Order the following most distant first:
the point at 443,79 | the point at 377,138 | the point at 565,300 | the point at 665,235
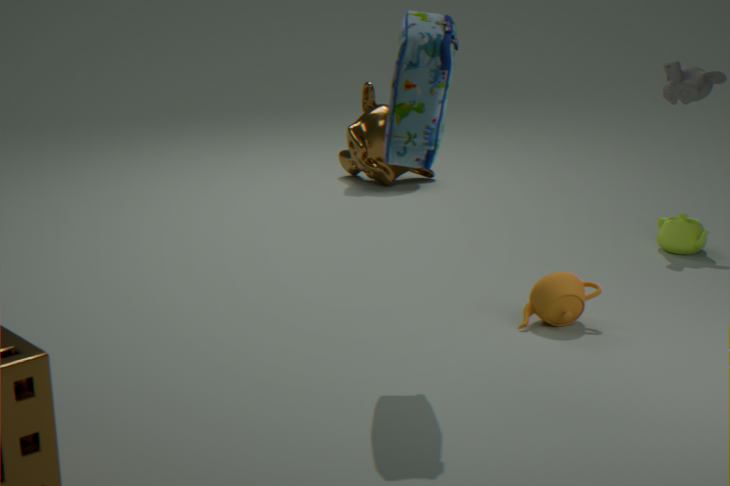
1. the point at 377,138
2. the point at 665,235
3. the point at 565,300
4. the point at 443,79
